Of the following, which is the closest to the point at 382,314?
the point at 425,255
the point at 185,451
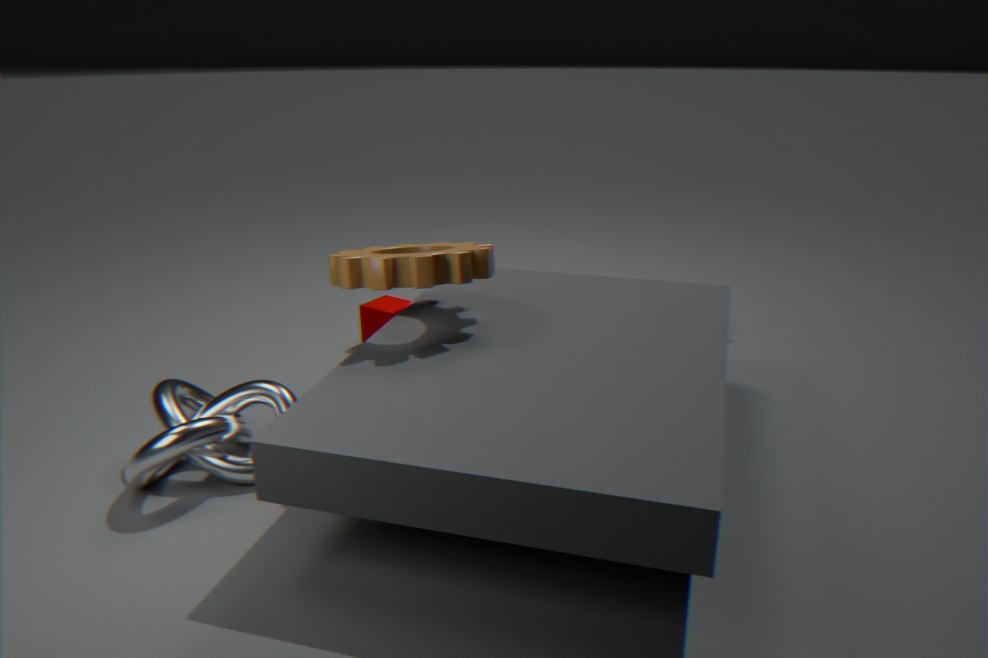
the point at 425,255
